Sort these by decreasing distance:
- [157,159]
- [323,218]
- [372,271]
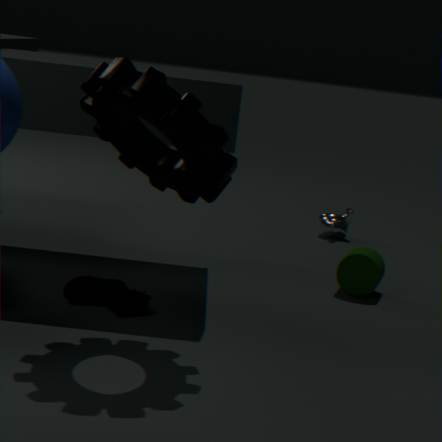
[323,218] → [372,271] → [157,159]
